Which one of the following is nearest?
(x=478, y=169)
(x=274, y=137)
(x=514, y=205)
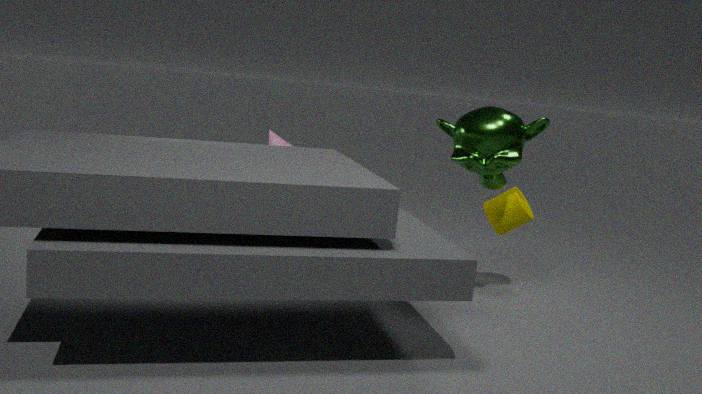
(x=478, y=169)
